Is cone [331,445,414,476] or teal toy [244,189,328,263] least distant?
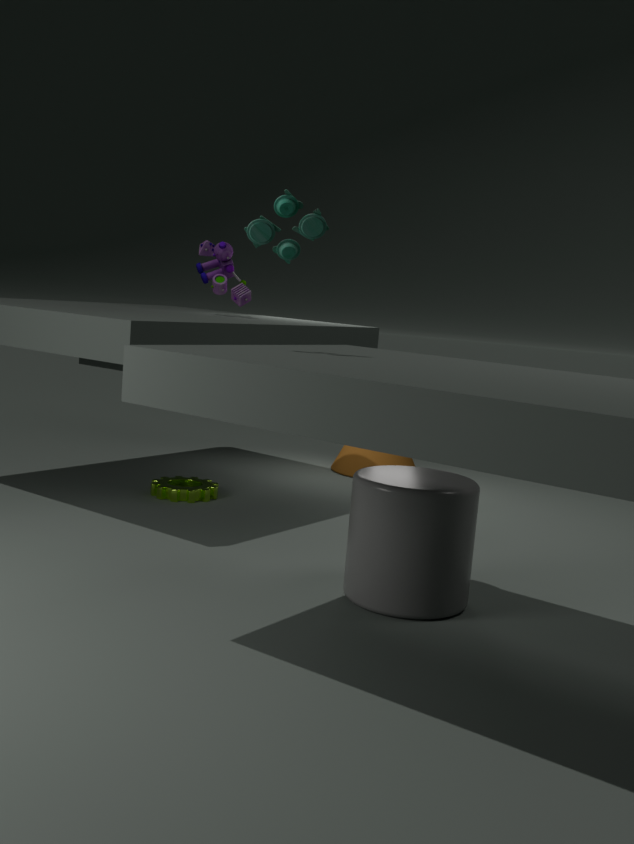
teal toy [244,189,328,263]
